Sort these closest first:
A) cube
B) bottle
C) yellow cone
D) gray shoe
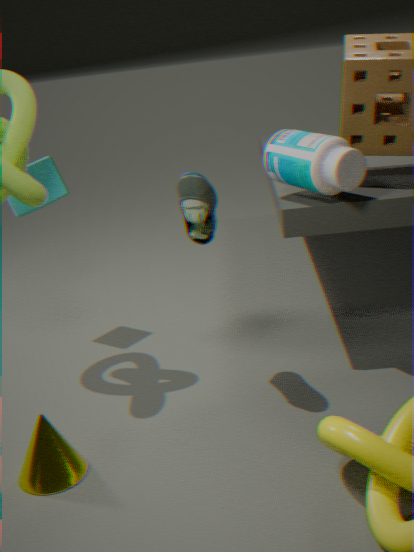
yellow cone, gray shoe, bottle, cube
